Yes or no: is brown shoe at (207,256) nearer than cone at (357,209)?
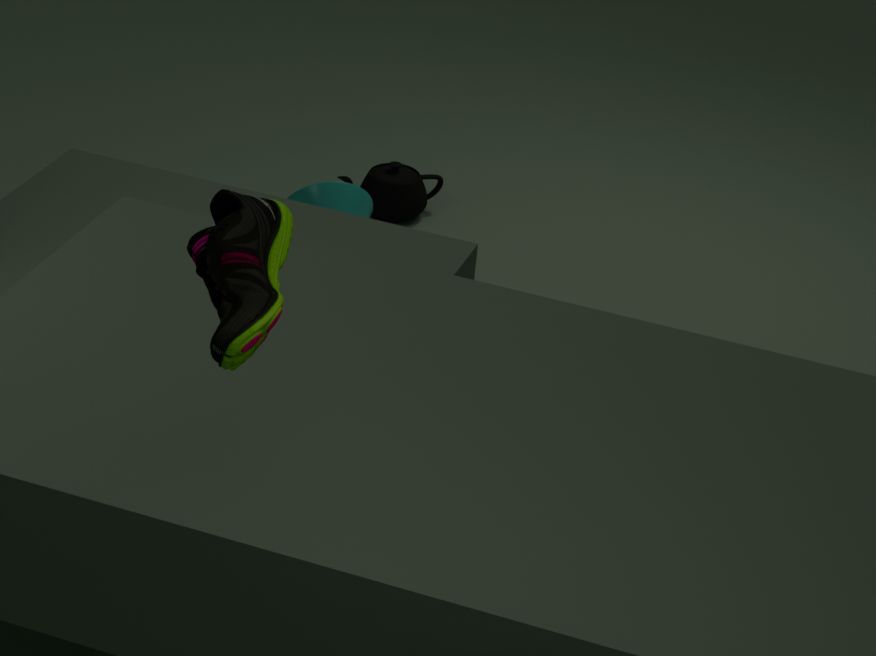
Yes
